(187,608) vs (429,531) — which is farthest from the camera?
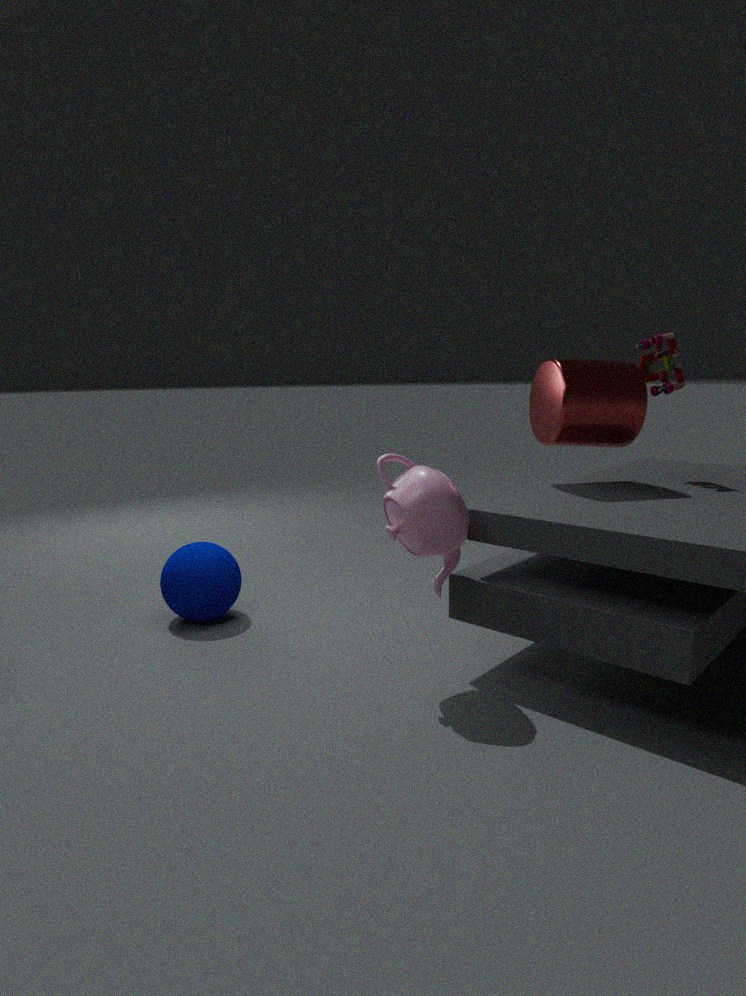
(187,608)
